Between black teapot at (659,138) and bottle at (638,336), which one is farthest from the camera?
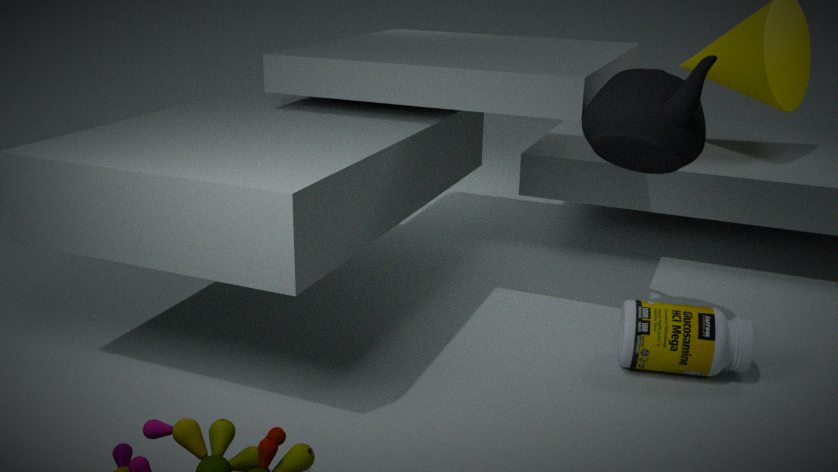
bottle at (638,336)
